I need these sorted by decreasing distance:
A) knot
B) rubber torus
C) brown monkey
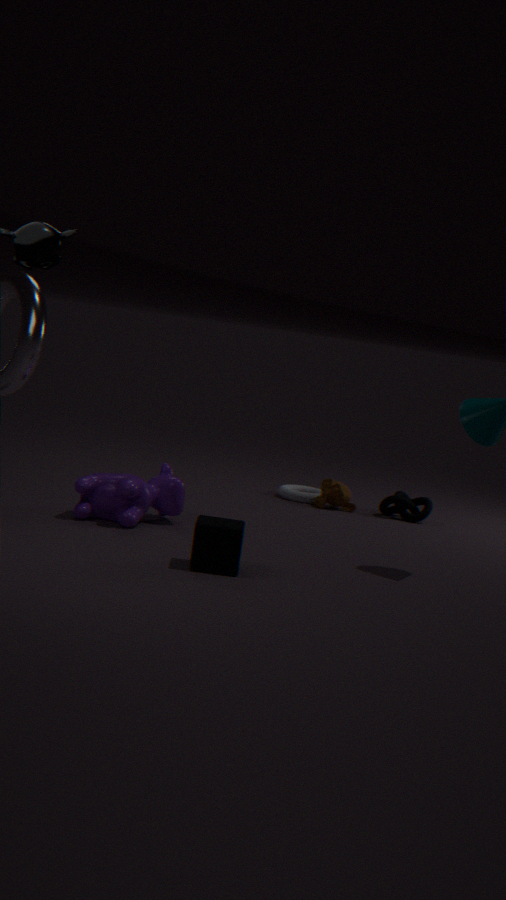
1. rubber torus
2. brown monkey
3. knot
